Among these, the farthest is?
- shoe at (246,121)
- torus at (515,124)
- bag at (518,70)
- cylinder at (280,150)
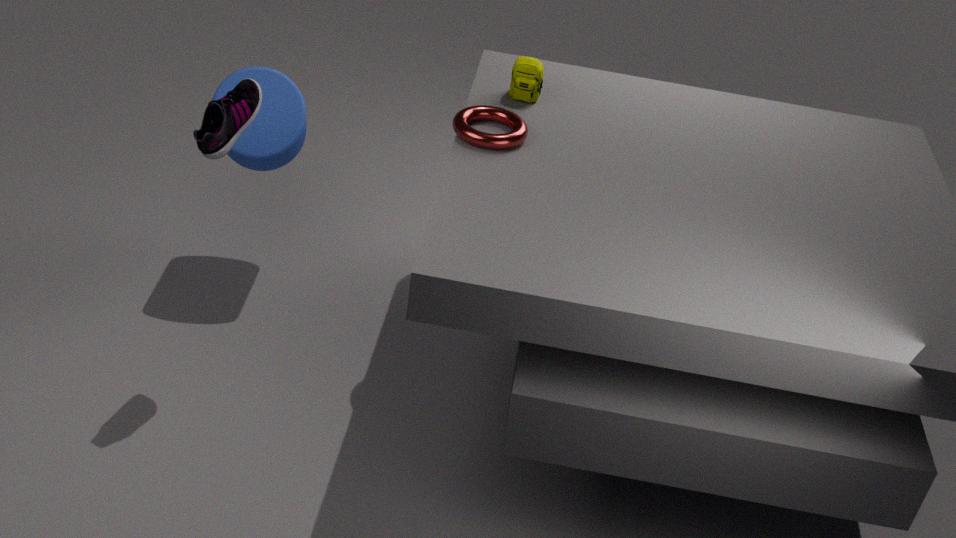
cylinder at (280,150)
